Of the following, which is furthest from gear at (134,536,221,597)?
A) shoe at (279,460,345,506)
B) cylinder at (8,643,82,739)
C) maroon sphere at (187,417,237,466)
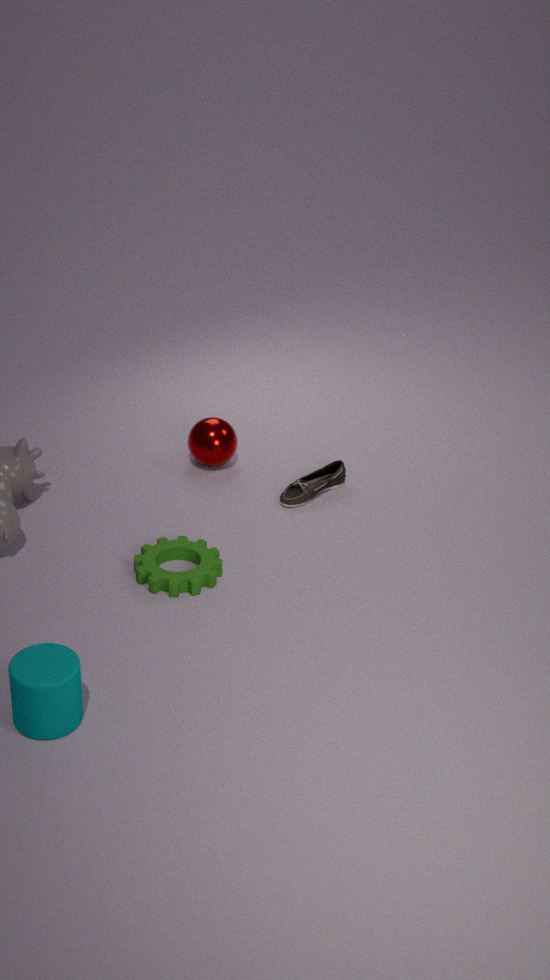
cylinder at (8,643,82,739)
